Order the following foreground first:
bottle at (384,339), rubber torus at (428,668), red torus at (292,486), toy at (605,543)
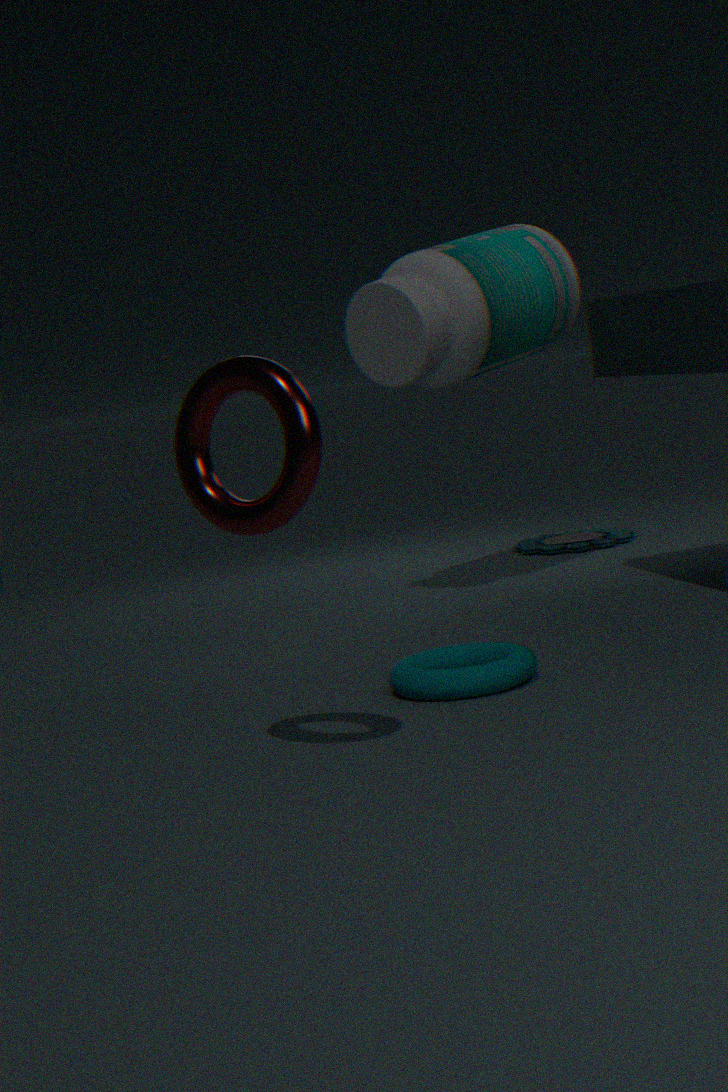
red torus at (292,486)
rubber torus at (428,668)
bottle at (384,339)
toy at (605,543)
